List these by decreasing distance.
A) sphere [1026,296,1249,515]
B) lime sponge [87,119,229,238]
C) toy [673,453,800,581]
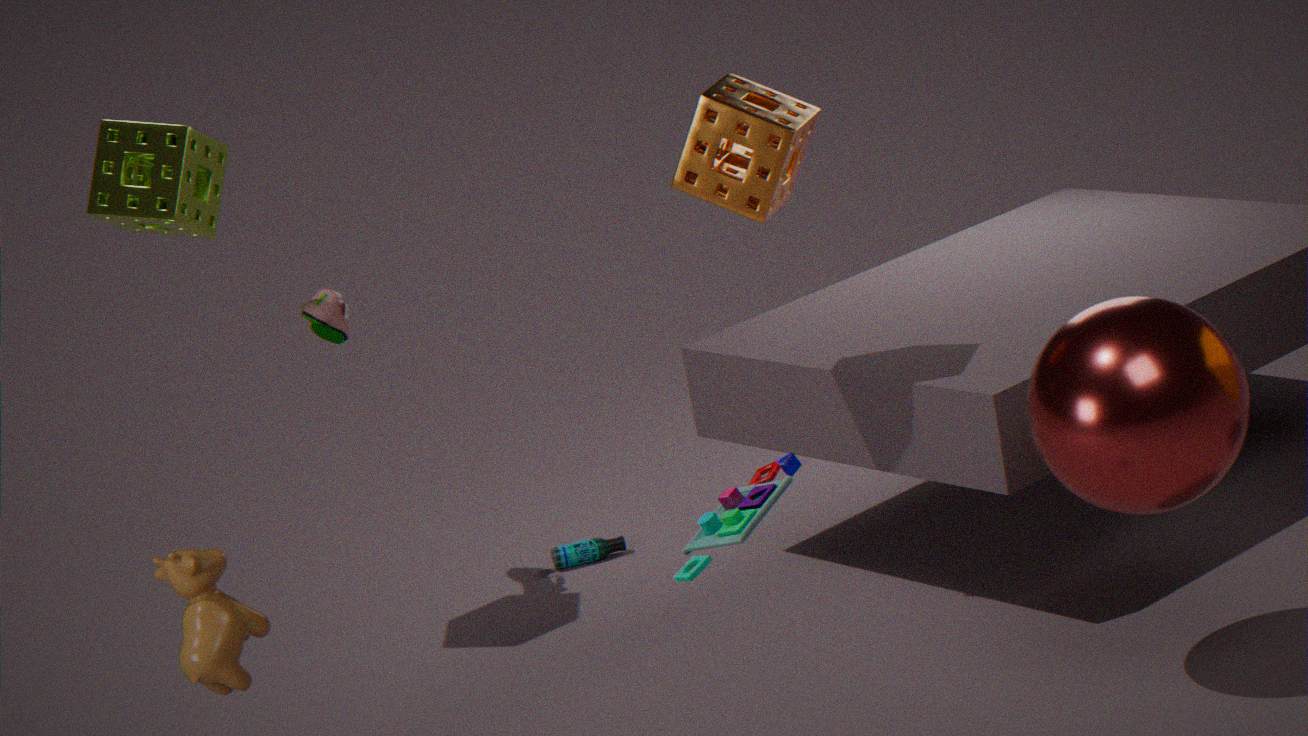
lime sponge [87,119,229,238] < sphere [1026,296,1249,515] < toy [673,453,800,581]
